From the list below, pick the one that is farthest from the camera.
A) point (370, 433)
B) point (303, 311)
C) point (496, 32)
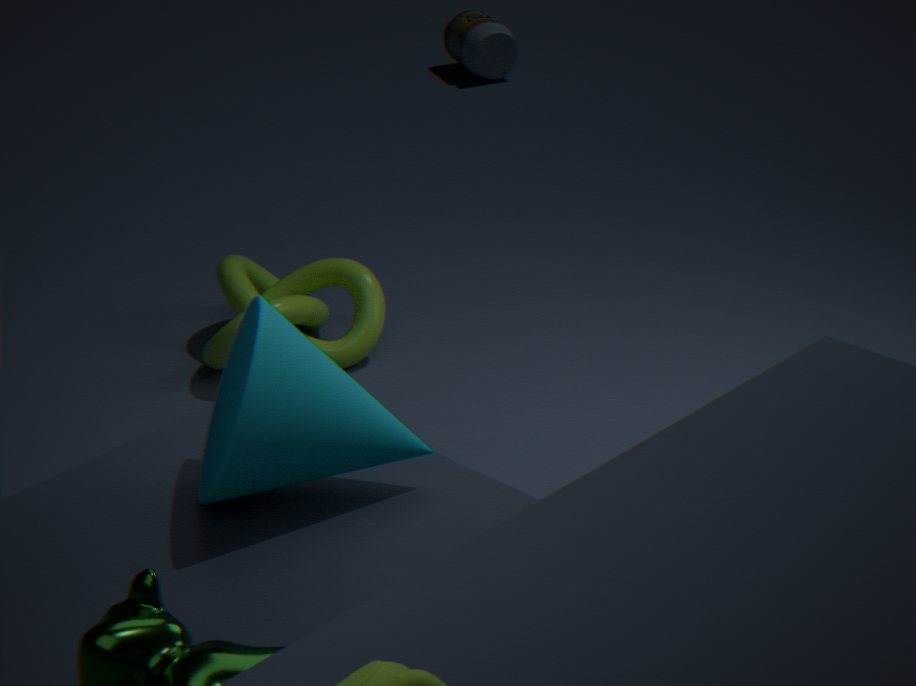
point (496, 32)
